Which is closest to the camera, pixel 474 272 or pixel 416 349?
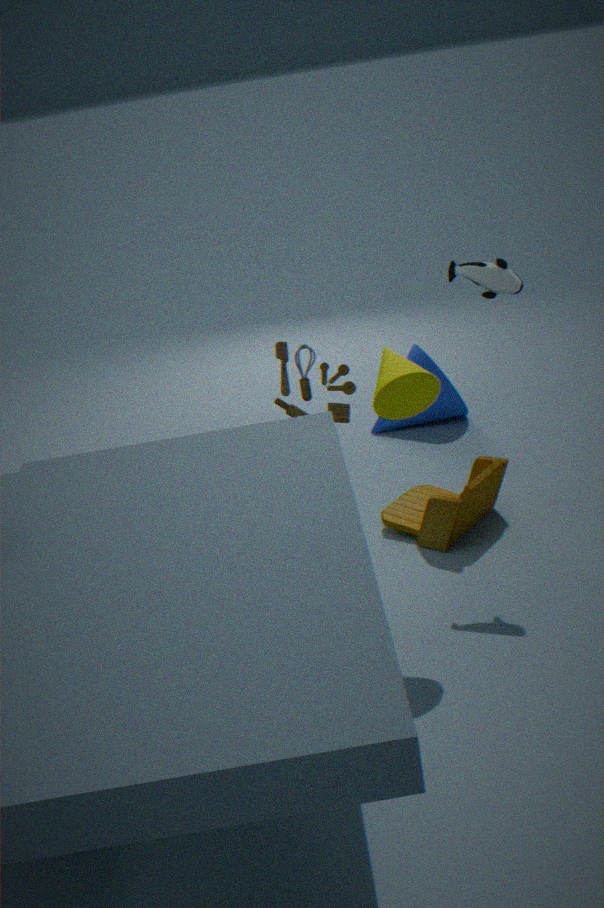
pixel 474 272
